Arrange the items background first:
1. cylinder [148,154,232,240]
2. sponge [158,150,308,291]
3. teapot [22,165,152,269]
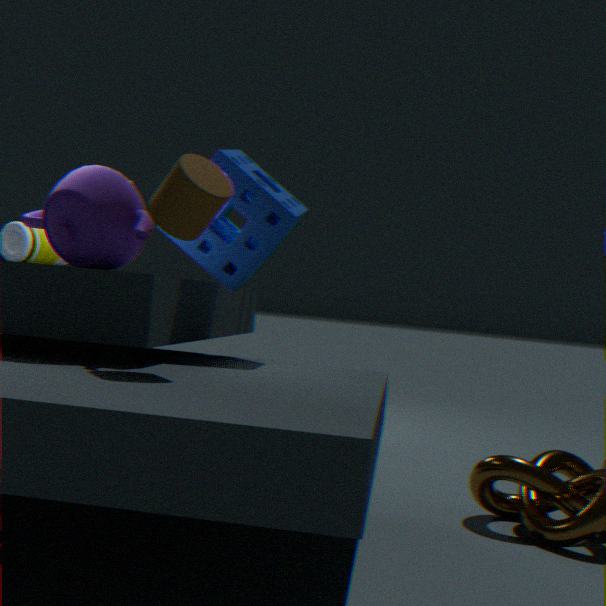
A: sponge [158,150,308,291], teapot [22,165,152,269], cylinder [148,154,232,240]
